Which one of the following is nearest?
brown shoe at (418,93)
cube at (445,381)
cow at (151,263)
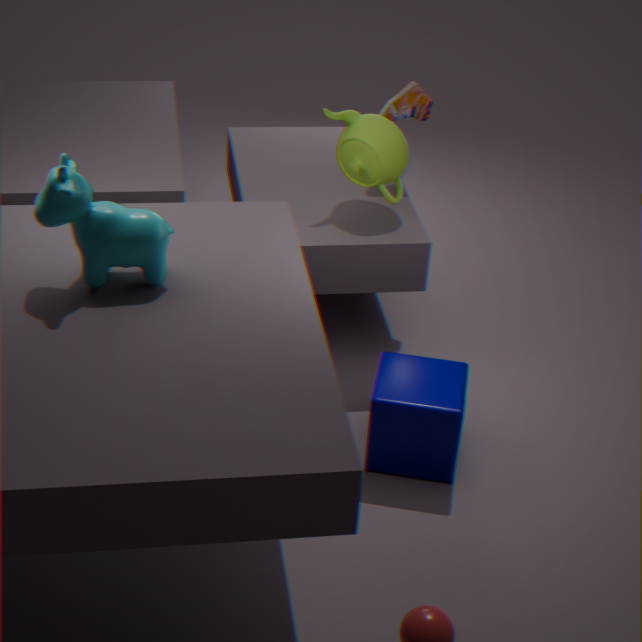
cow at (151,263)
